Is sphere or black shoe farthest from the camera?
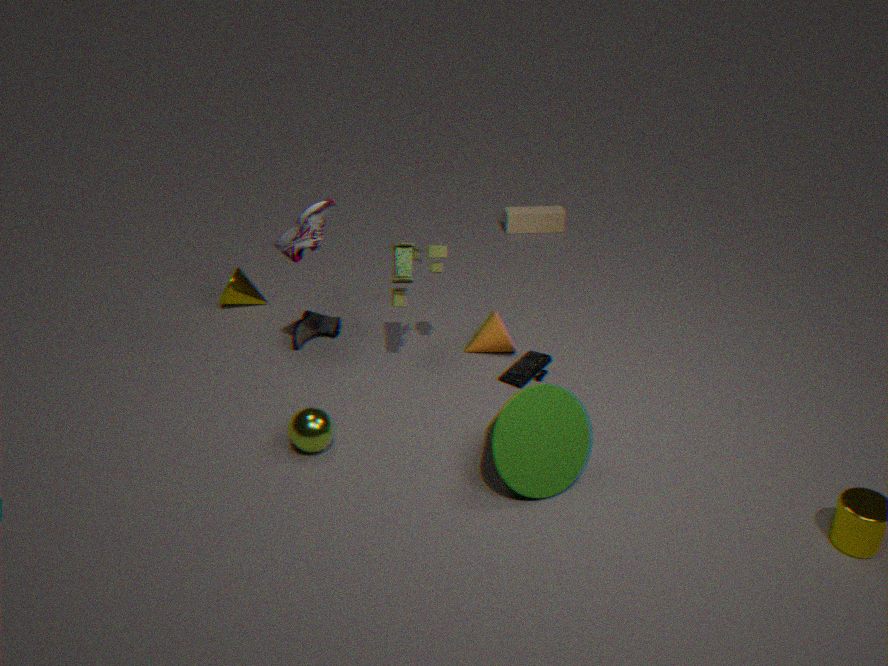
black shoe
